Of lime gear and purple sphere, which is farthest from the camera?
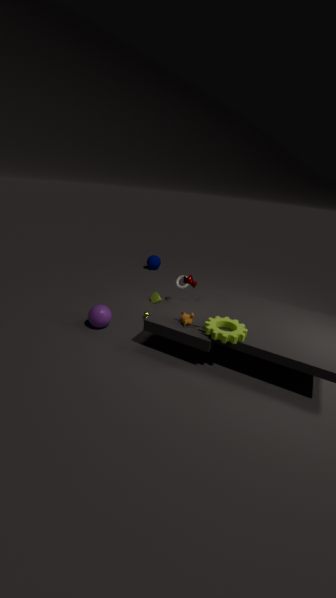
purple sphere
